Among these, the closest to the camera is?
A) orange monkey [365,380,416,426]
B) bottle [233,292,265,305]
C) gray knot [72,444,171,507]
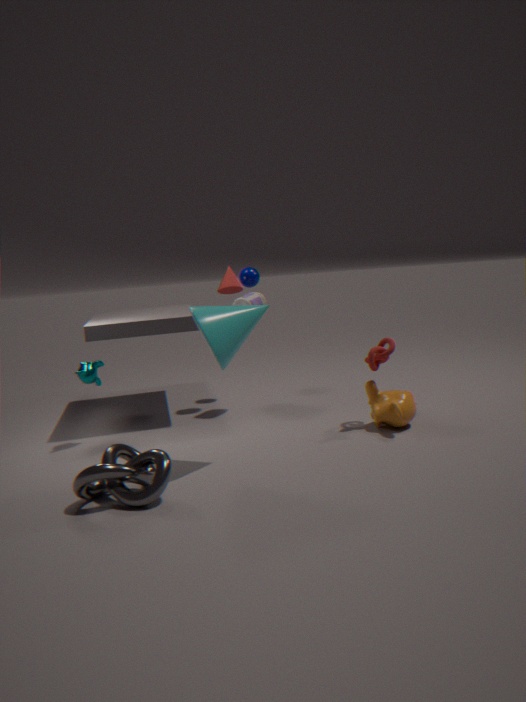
gray knot [72,444,171,507]
